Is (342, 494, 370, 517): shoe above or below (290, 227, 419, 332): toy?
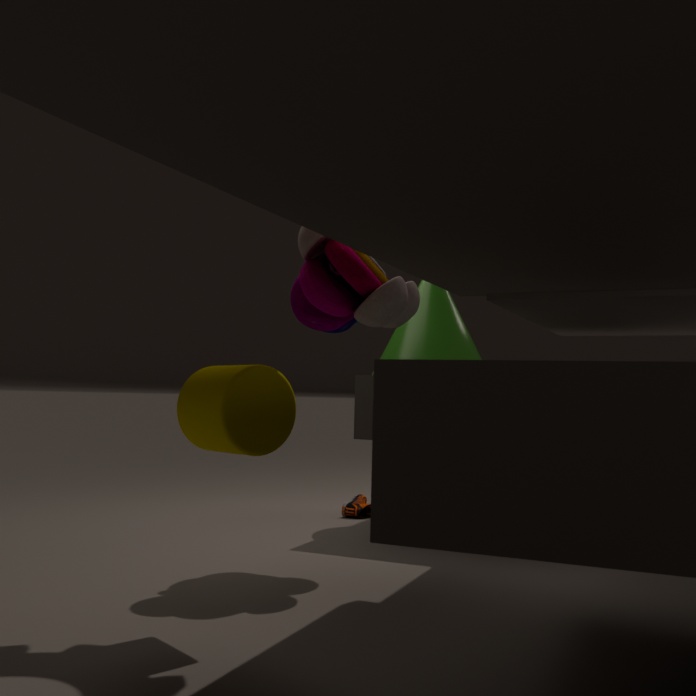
below
